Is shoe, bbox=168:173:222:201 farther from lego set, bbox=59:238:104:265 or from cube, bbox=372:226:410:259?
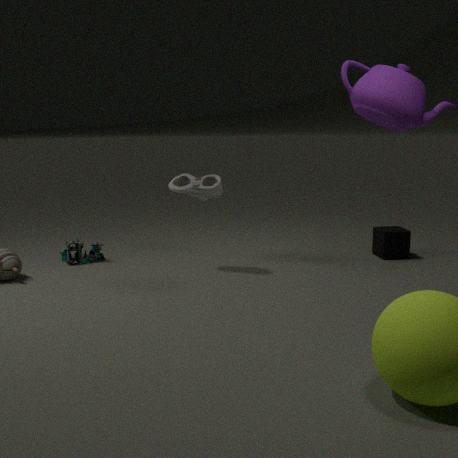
cube, bbox=372:226:410:259
